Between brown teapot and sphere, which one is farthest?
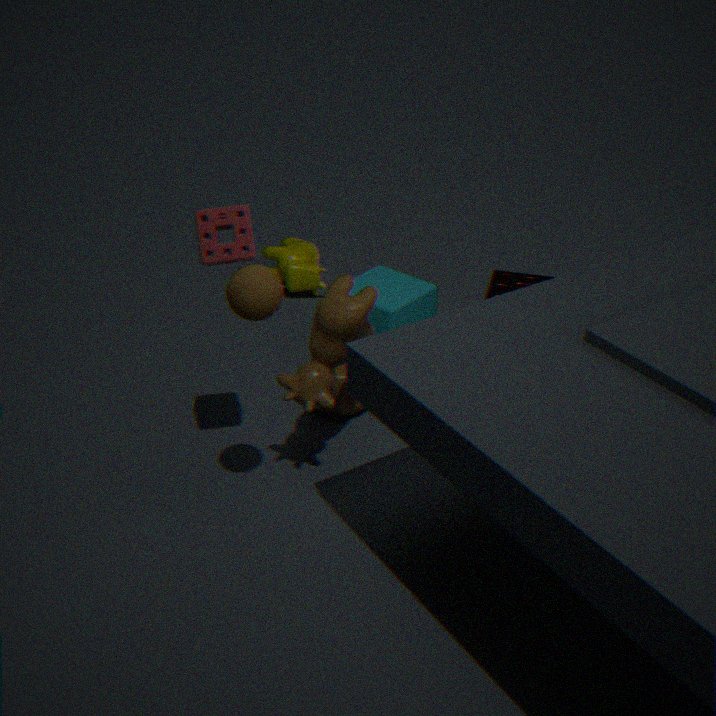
brown teapot
